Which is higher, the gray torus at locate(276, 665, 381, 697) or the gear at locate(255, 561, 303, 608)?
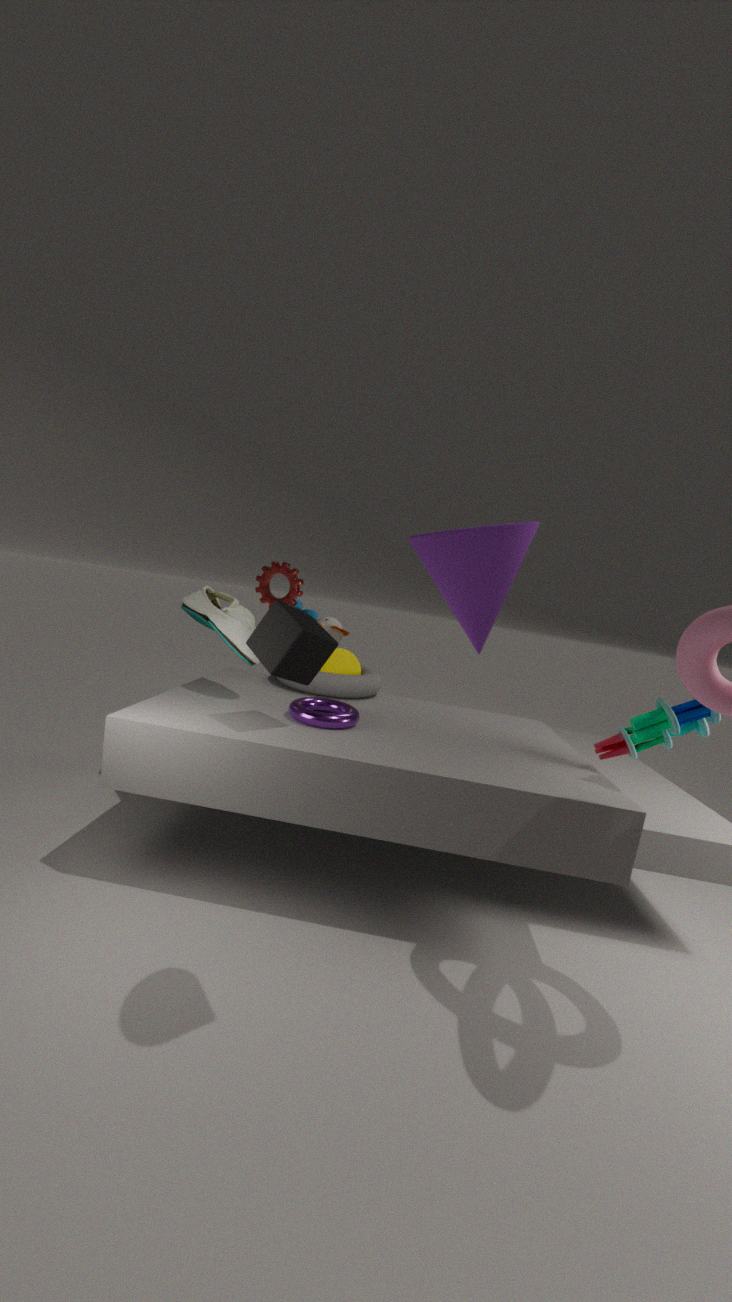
the gear at locate(255, 561, 303, 608)
